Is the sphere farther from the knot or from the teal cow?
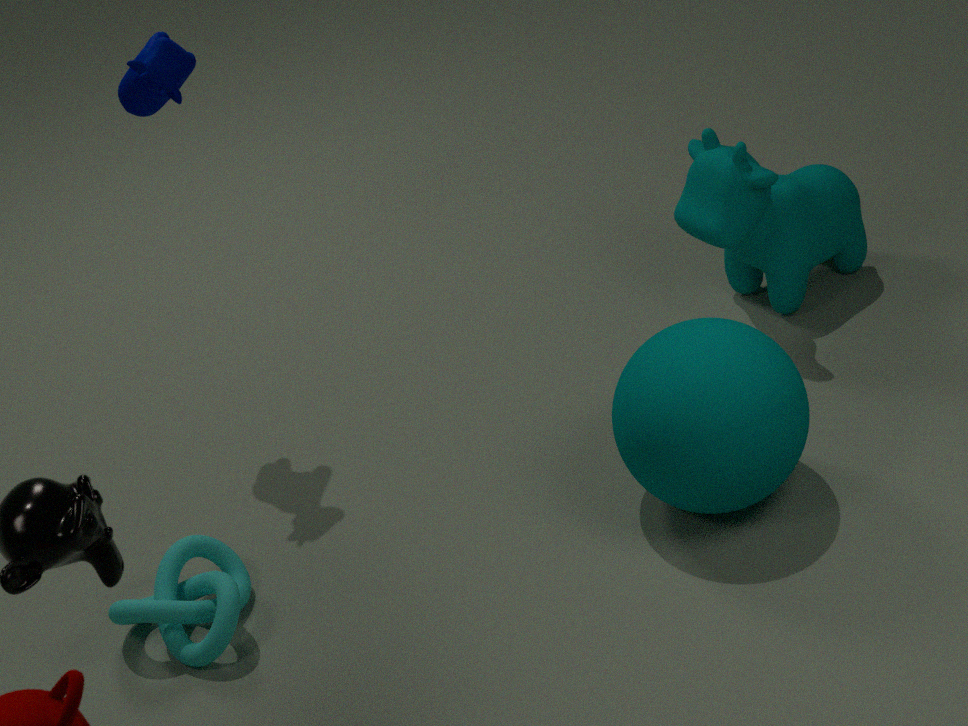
the knot
